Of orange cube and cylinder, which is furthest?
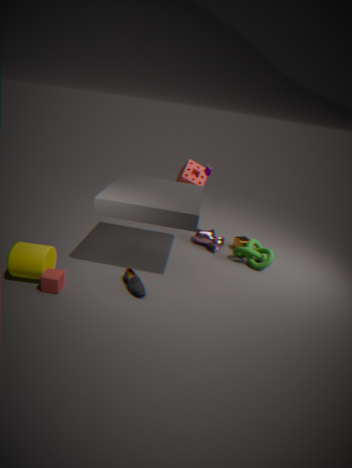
orange cube
